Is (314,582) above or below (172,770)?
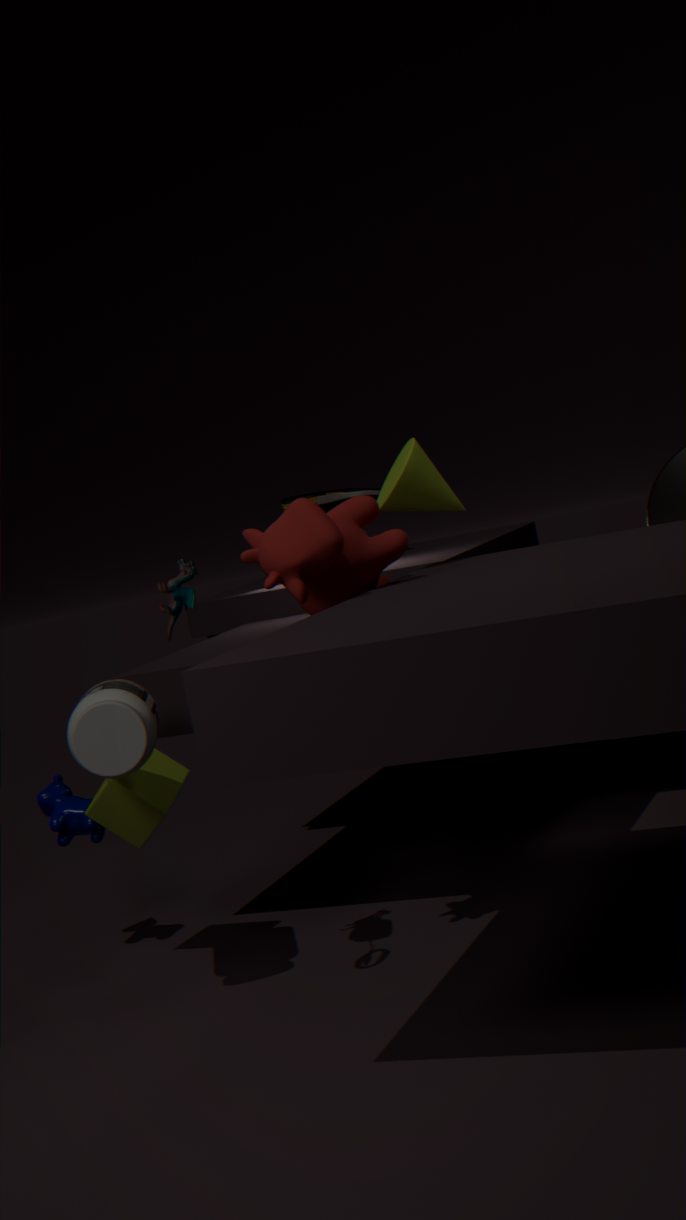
above
